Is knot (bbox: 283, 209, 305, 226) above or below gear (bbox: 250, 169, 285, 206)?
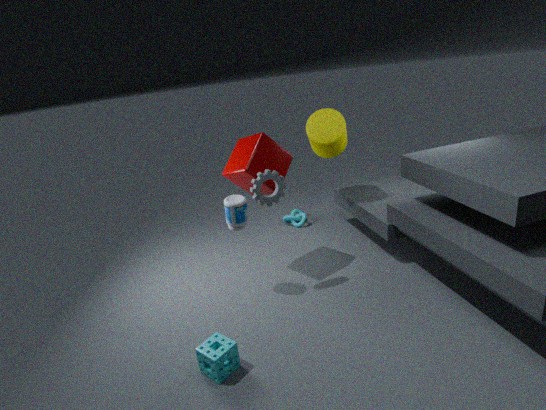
below
